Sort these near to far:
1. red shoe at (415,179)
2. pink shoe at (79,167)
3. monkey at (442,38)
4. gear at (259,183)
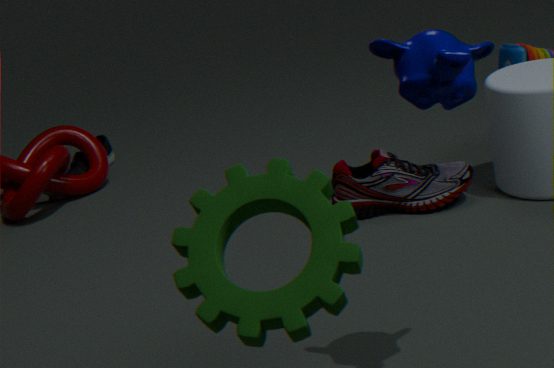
gear at (259,183) → monkey at (442,38) → red shoe at (415,179) → pink shoe at (79,167)
